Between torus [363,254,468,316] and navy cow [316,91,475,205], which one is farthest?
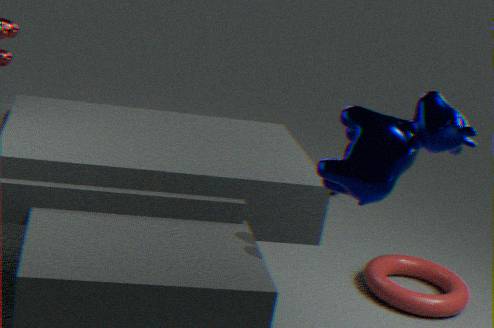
torus [363,254,468,316]
